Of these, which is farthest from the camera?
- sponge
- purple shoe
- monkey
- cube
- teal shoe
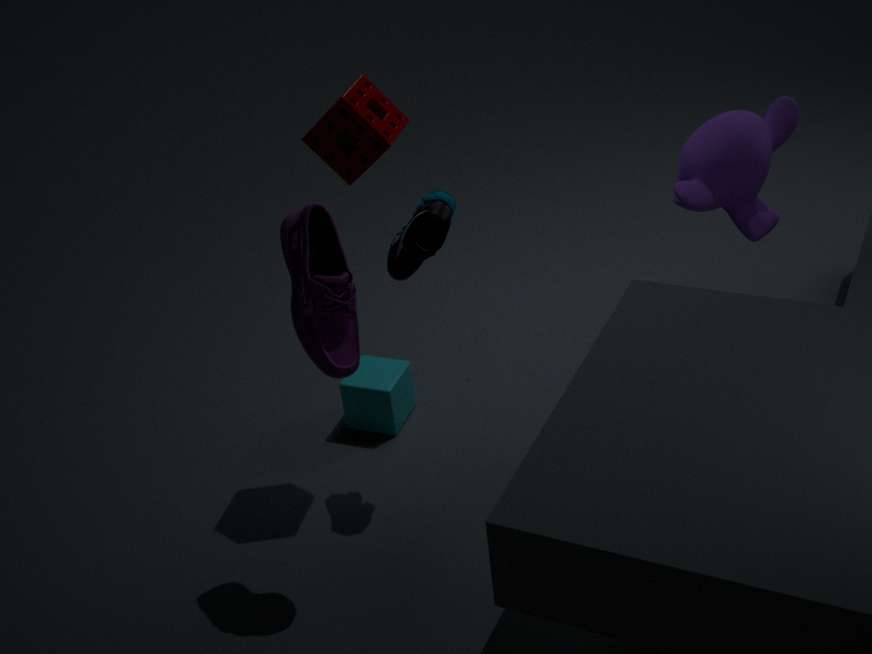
cube
